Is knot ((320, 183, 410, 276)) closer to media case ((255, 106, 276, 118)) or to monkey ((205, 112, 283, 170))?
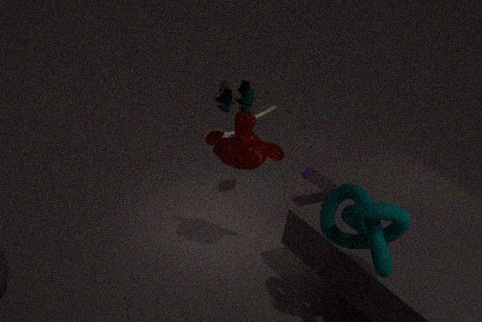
monkey ((205, 112, 283, 170))
